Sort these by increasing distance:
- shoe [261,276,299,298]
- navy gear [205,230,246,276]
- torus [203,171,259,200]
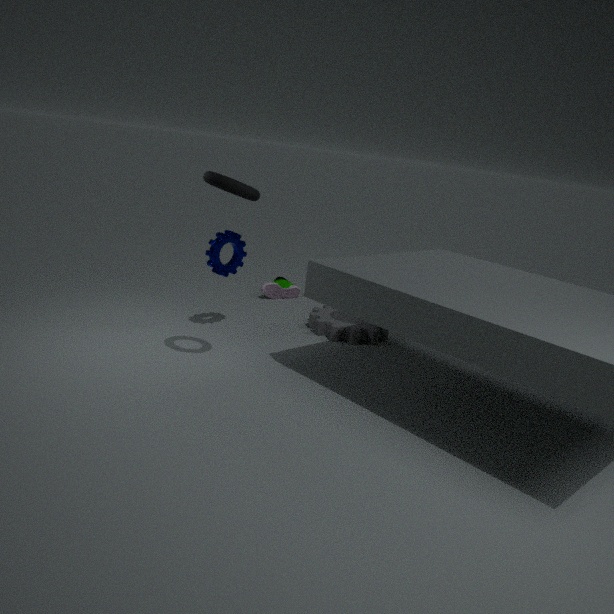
torus [203,171,259,200], navy gear [205,230,246,276], shoe [261,276,299,298]
